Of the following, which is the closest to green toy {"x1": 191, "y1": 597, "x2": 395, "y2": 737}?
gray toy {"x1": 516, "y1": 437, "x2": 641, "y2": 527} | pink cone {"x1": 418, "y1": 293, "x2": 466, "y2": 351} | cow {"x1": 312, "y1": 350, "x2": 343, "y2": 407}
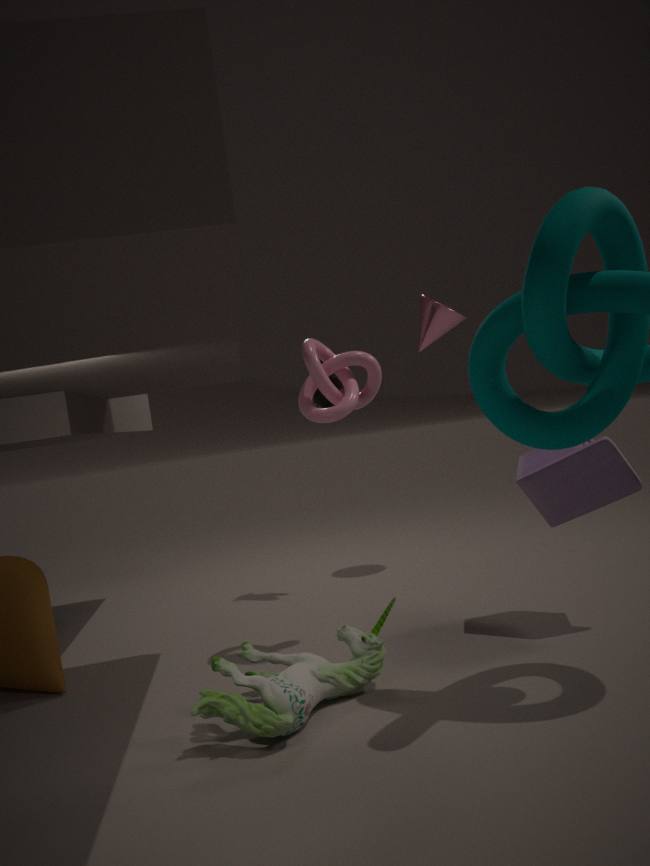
gray toy {"x1": 516, "y1": 437, "x2": 641, "y2": 527}
